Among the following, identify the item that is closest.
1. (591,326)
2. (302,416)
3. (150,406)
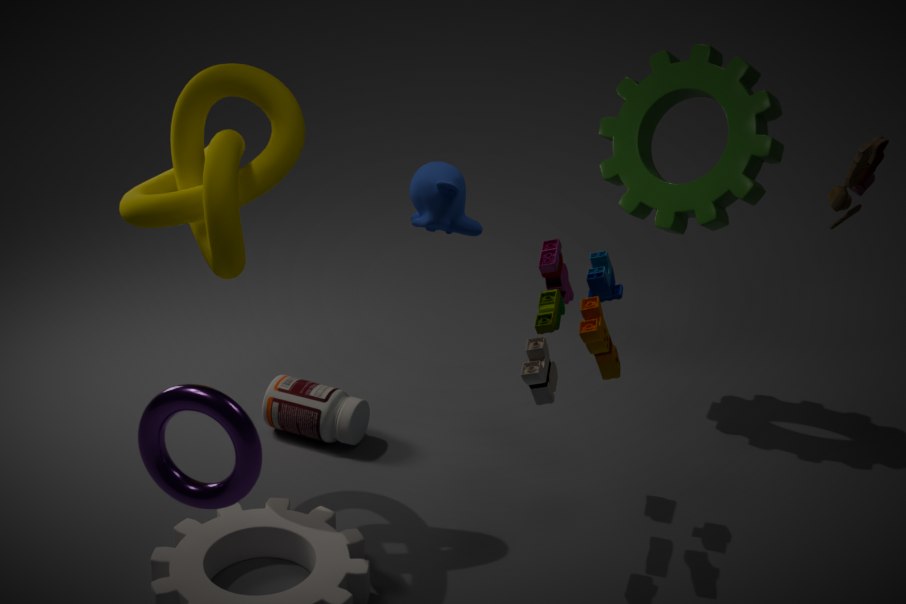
(150,406)
